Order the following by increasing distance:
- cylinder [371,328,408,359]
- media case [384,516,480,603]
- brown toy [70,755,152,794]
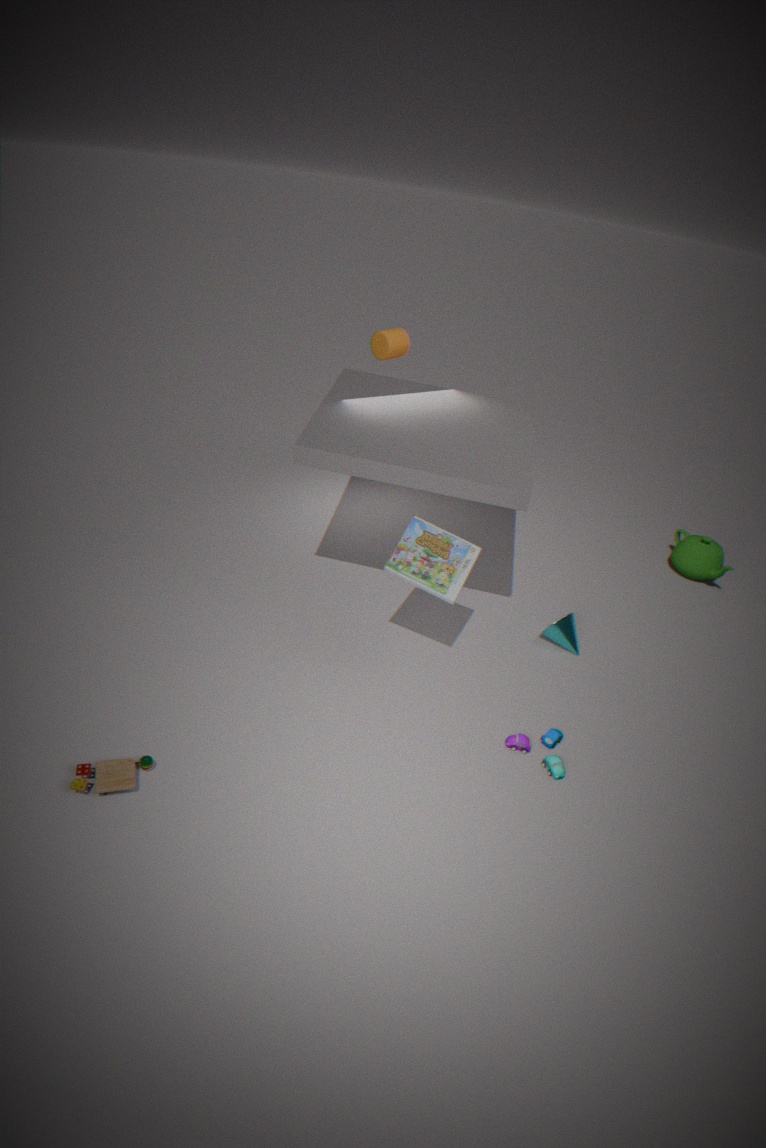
brown toy [70,755,152,794] < media case [384,516,480,603] < cylinder [371,328,408,359]
